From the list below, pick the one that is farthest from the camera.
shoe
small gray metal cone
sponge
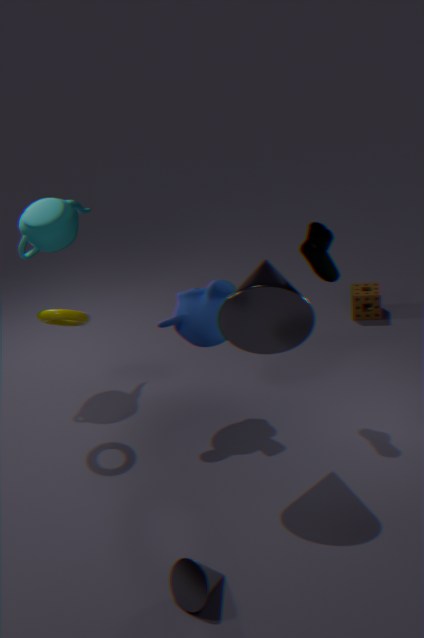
sponge
